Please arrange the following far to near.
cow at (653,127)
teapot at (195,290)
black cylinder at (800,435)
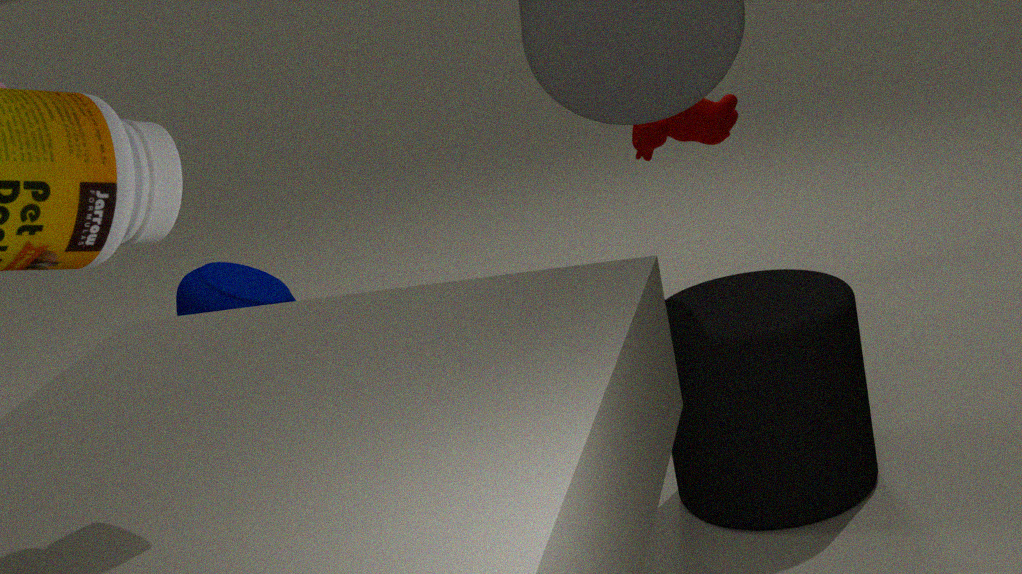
teapot at (195,290), cow at (653,127), black cylinder at (800,435)
